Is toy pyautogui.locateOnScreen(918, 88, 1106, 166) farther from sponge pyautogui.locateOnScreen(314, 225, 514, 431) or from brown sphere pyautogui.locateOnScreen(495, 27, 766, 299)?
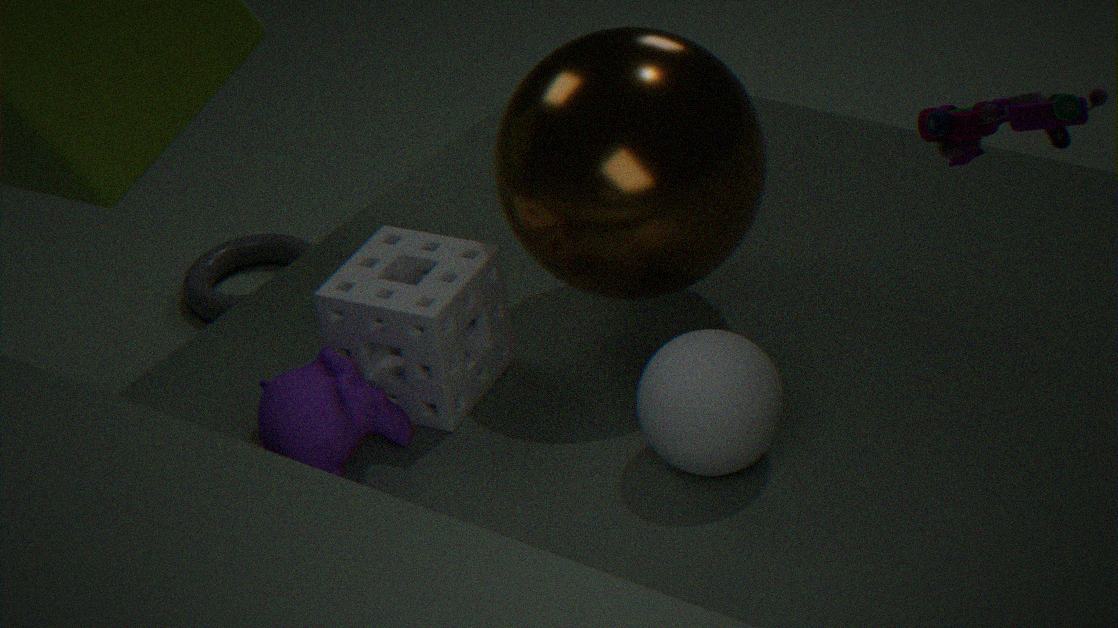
sponge pyautogui.locateOnScreen(314, 225, 514, 431)
